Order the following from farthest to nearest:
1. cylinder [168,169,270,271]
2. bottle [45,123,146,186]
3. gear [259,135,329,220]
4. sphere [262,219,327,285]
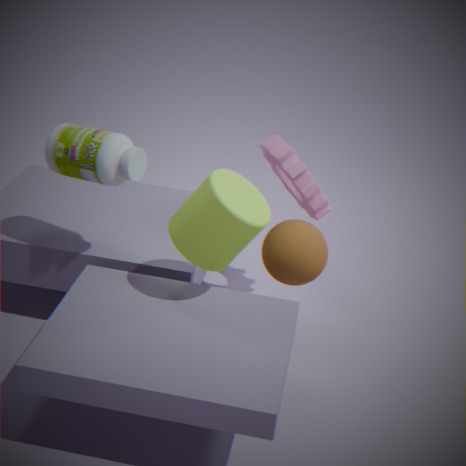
gear [259,135,329,220]
sphere [262,219,327,285]
bottle [45,123,146,186]
cylinder [168,169,270,271]
